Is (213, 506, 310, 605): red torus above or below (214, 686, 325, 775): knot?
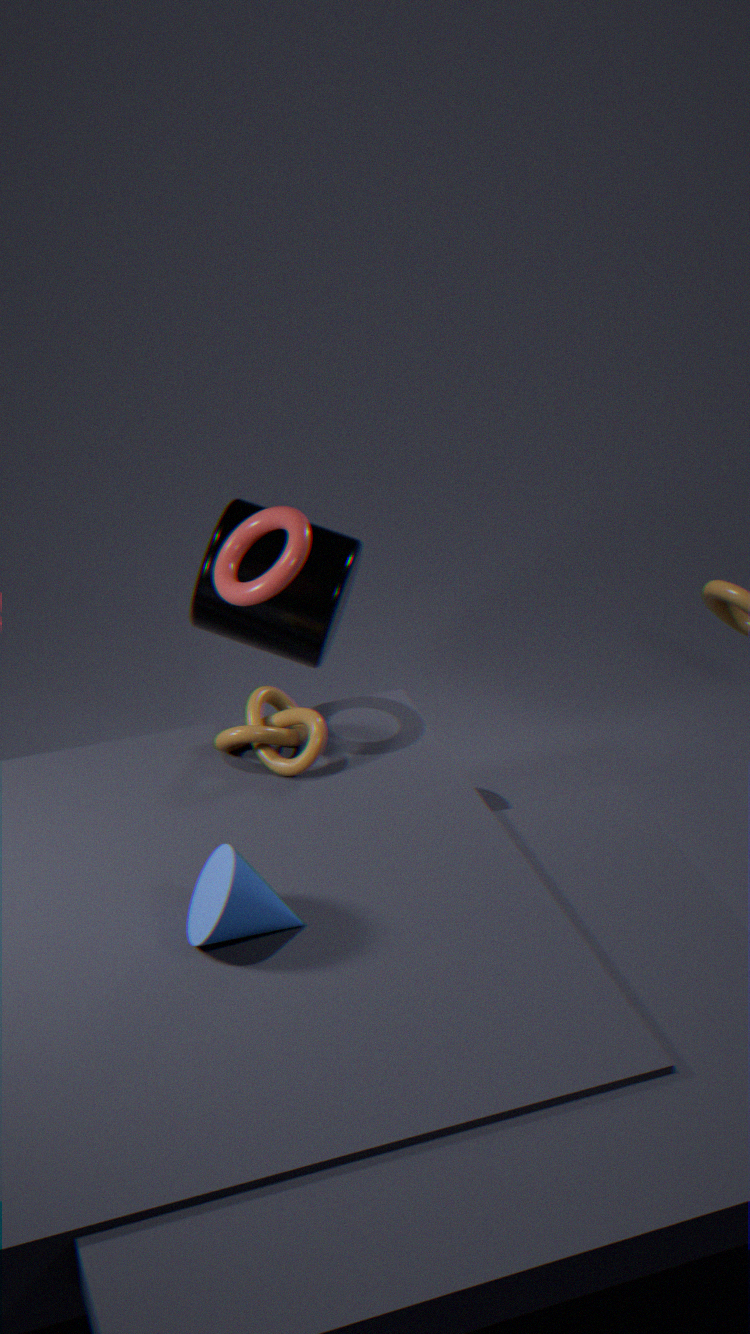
above
